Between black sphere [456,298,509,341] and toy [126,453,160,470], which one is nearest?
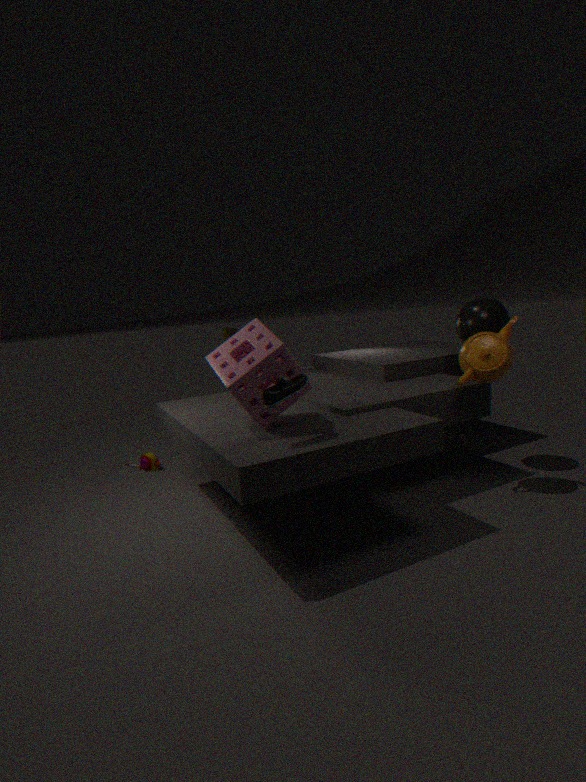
black sphere [456,298,509,341]
